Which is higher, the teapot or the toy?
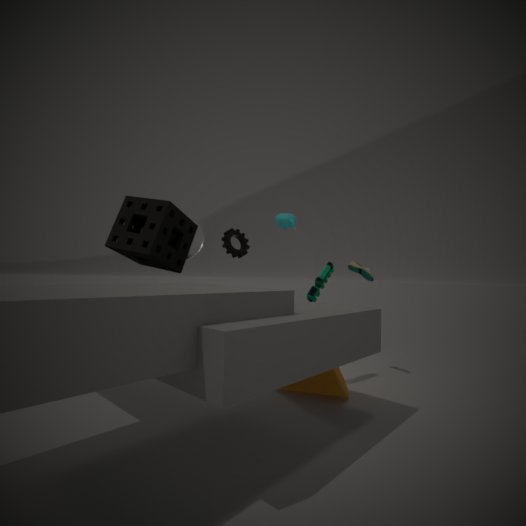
the teapot
